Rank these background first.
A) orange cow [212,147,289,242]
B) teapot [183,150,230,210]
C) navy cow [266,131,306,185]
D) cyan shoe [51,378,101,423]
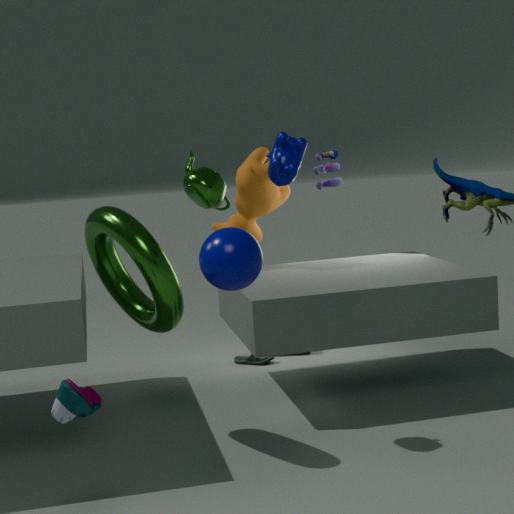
A. orange cow [212,147,289,242] < B. teapot [183,150,230,210] < C. navy cow [266,131,306,185] < D. cyan shoe [51,378,101,423]
